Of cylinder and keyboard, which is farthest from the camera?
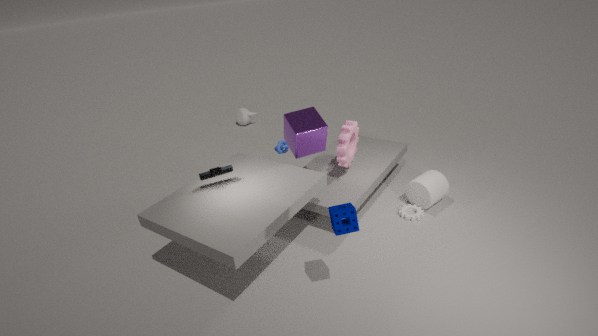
cylinder
